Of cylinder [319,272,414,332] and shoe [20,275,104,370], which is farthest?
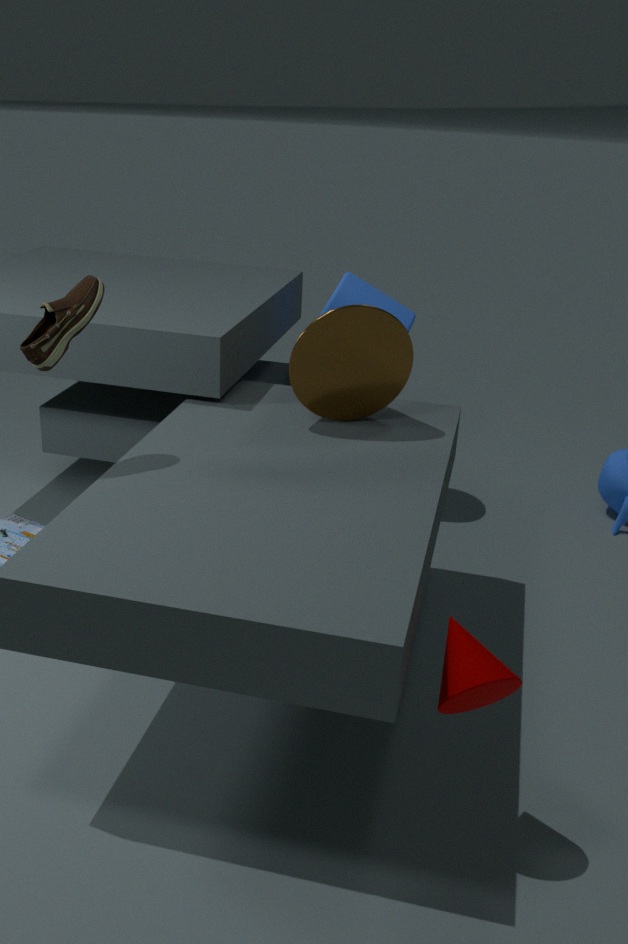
cylinder [319,272,414,332]
